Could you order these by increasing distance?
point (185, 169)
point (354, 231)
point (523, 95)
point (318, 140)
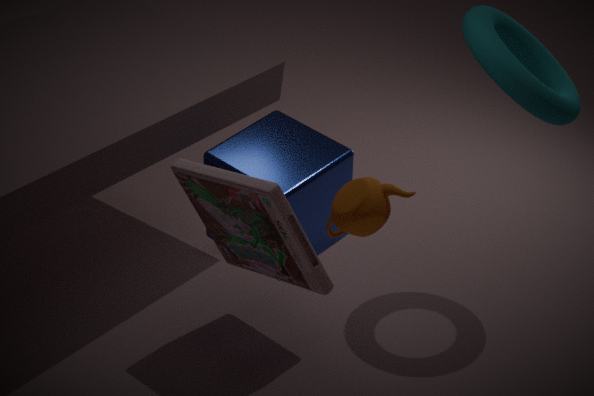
1. point (354, 231)
2. point (185, 169)
3. point (318, 140)
4. point (523, 95)
